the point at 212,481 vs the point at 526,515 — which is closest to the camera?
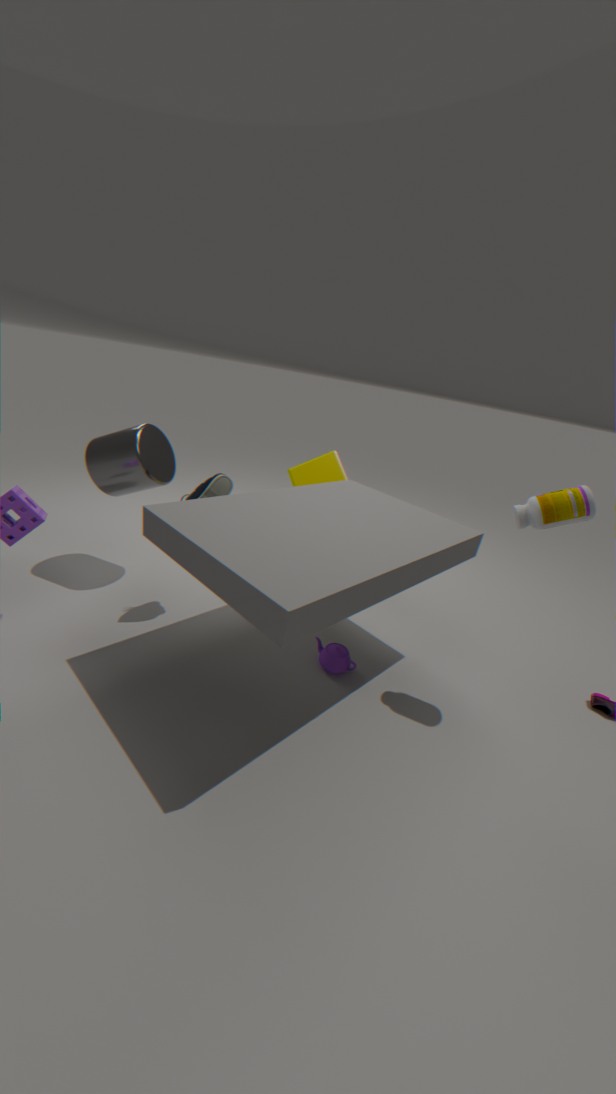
the point at 526,515
